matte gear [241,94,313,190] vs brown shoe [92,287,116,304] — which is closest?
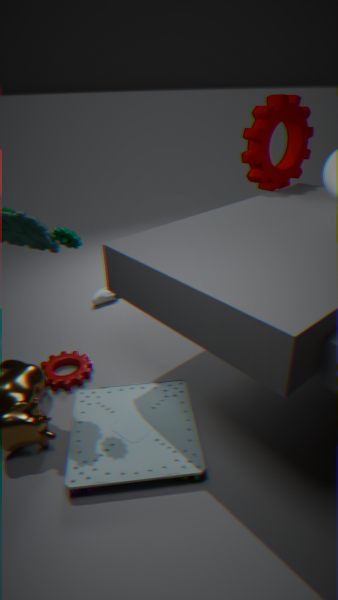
matte gear [241,94,313,190]
